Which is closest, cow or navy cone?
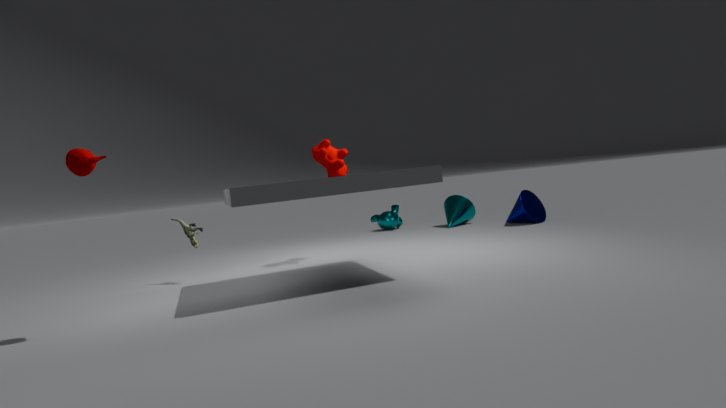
cow
